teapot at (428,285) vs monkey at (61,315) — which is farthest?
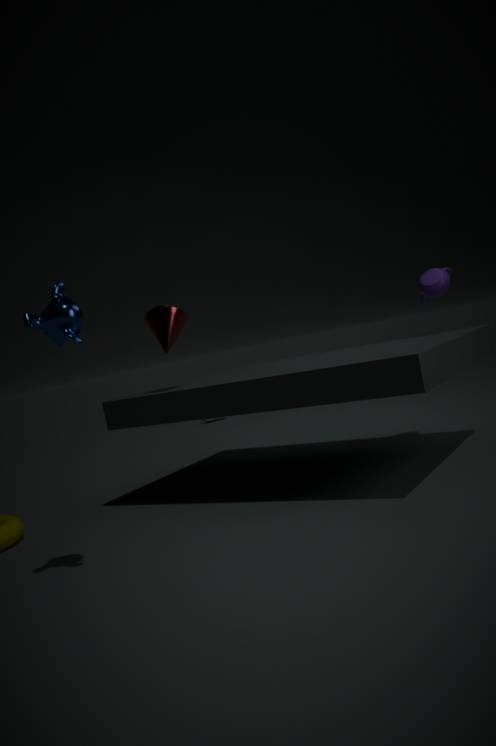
teapot at (428,285)
